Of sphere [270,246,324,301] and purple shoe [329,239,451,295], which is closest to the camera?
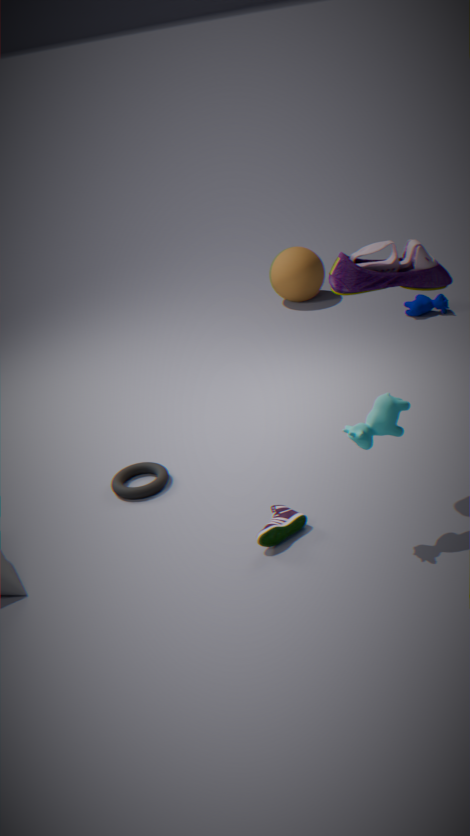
purple shoe [329,239,451,295]
